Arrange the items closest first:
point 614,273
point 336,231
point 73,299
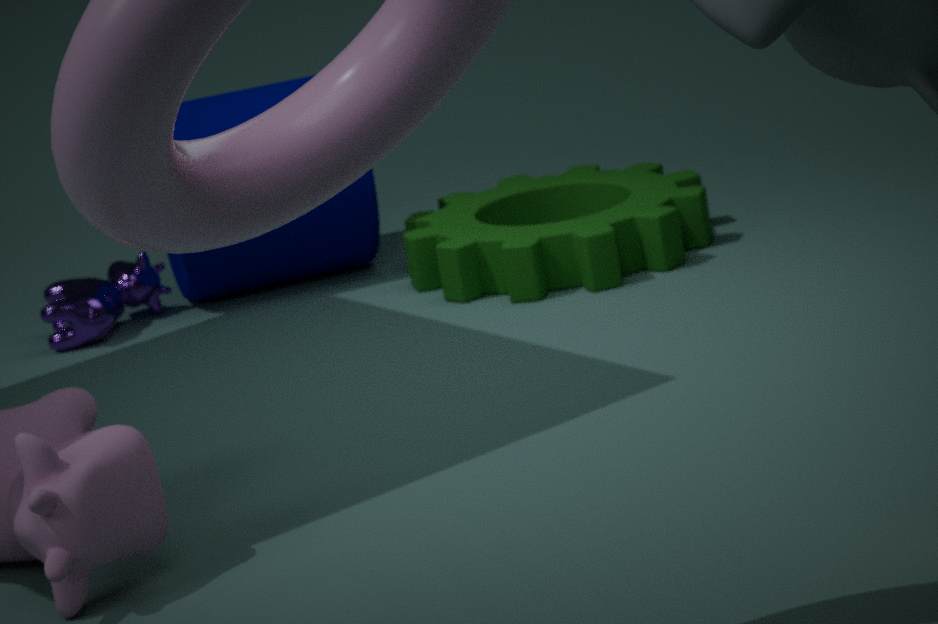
point 614,273, point 73,299, point 336,231
